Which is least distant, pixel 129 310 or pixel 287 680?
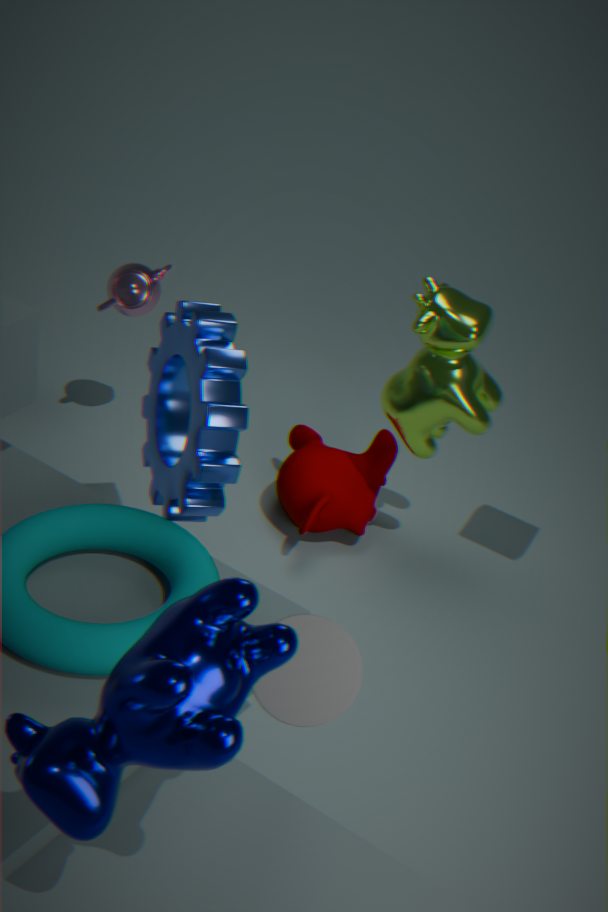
pixel 287 680
